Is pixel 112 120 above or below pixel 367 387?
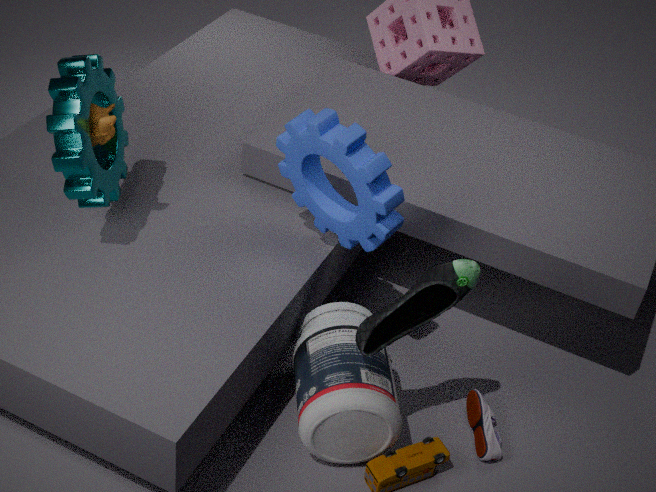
above
